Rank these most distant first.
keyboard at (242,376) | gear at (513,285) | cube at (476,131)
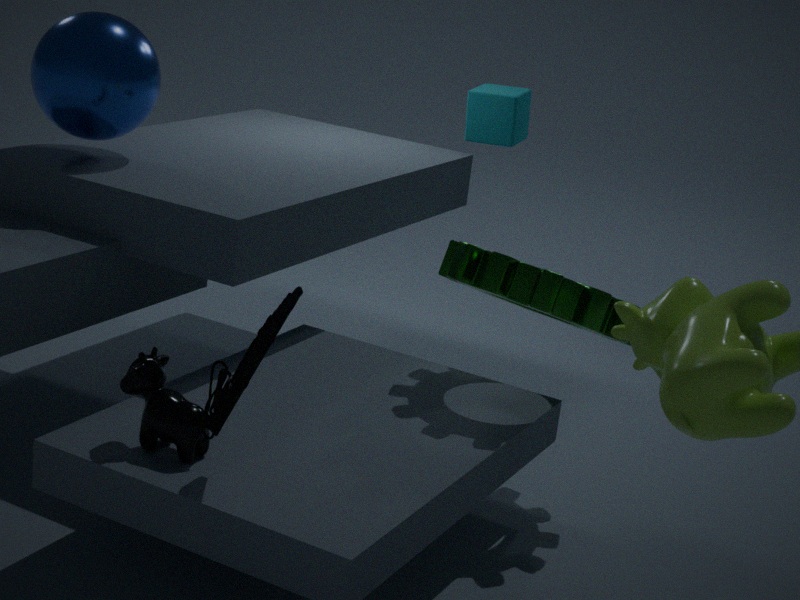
cube at (476,131) → gear at (513,285) → keyboard at (242,376)
